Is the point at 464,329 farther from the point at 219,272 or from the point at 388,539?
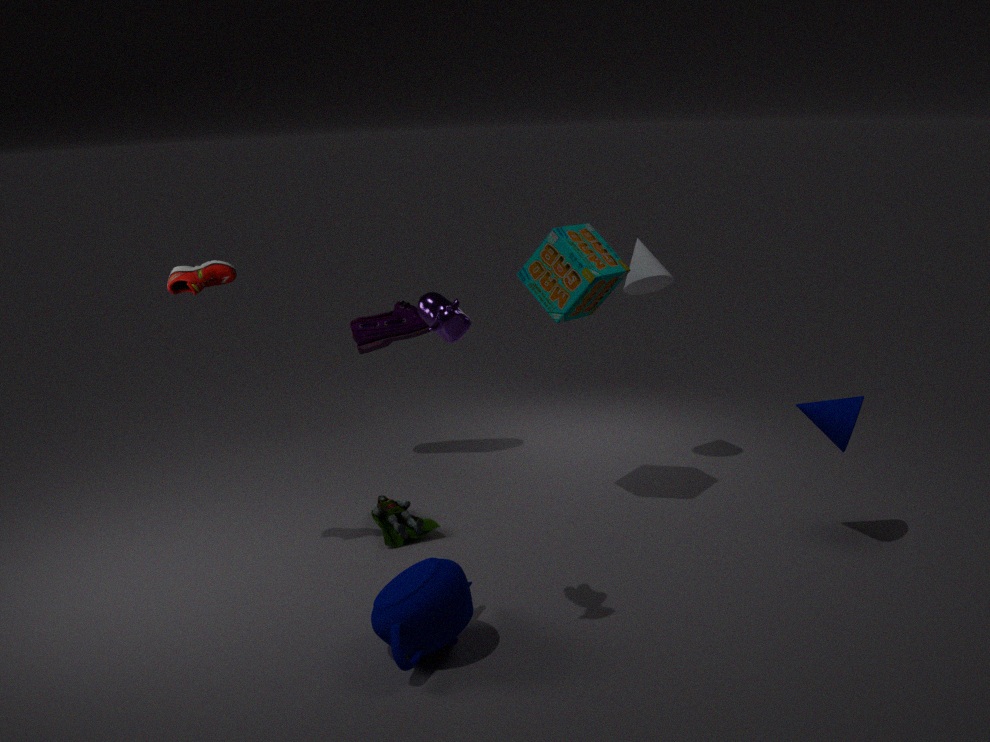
the point at 388,539
